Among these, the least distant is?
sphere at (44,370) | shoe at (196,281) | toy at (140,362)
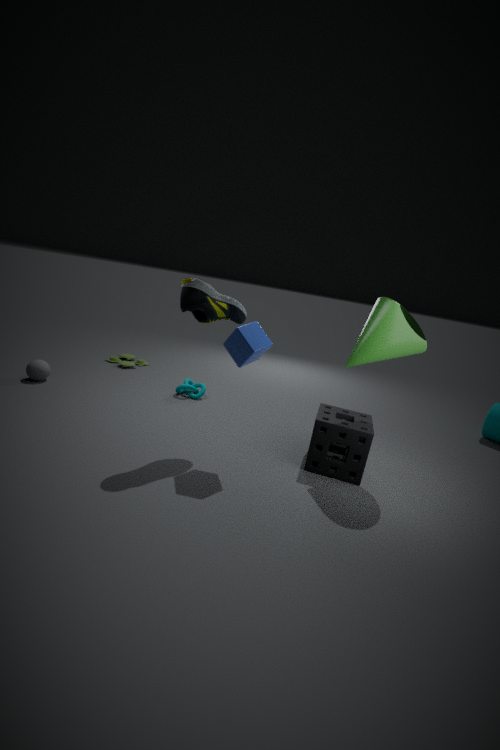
shoe at (196,281)
